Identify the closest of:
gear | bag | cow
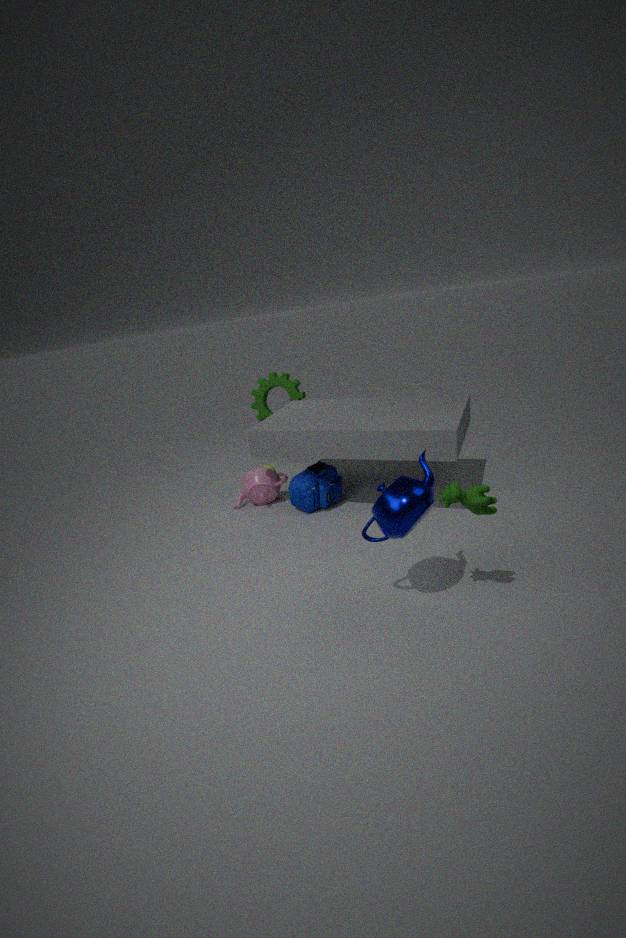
cow
